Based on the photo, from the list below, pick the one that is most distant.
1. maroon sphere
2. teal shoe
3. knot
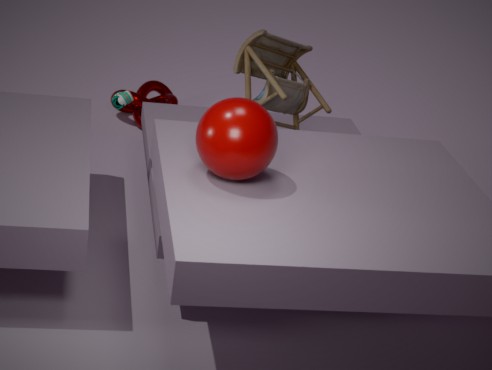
knot
